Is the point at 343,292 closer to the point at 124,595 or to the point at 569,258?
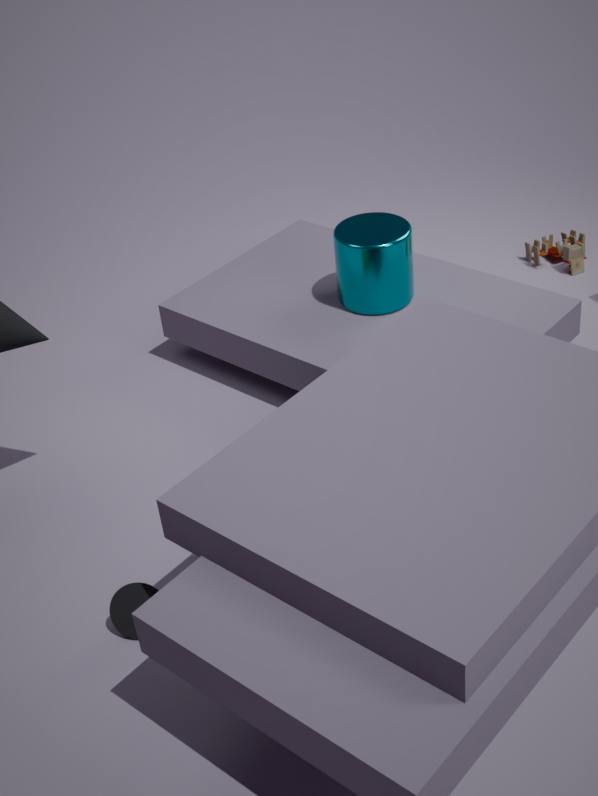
the point at 569,258
